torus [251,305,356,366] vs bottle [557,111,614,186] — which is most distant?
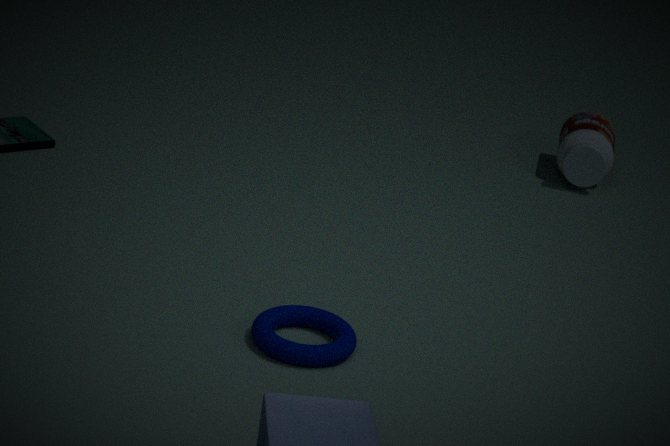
bottle [557,111,614,186]
